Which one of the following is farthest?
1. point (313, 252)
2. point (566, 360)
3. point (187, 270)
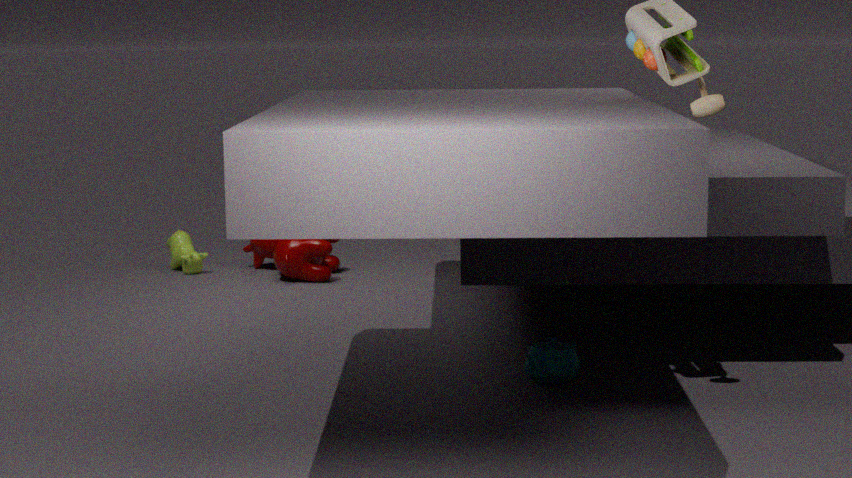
point (187, 270)
